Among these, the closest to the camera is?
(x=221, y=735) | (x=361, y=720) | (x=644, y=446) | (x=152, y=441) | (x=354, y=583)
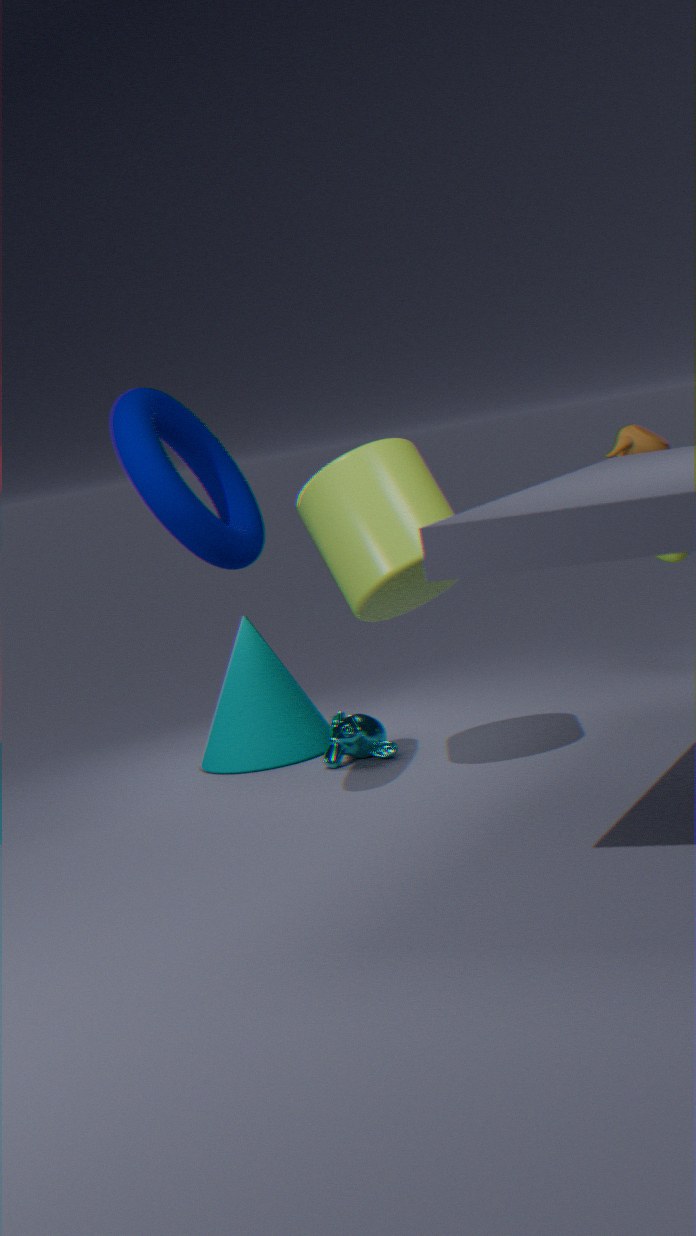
(x=152, y=441)
